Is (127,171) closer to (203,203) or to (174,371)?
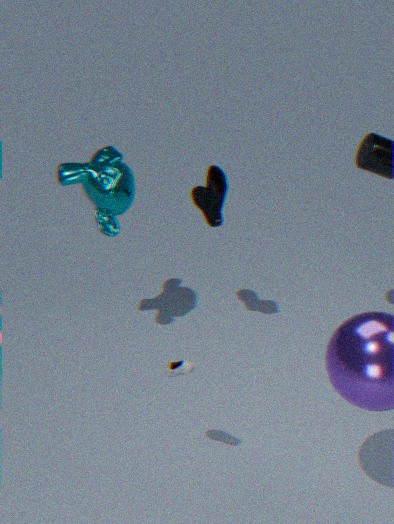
(203,203)
